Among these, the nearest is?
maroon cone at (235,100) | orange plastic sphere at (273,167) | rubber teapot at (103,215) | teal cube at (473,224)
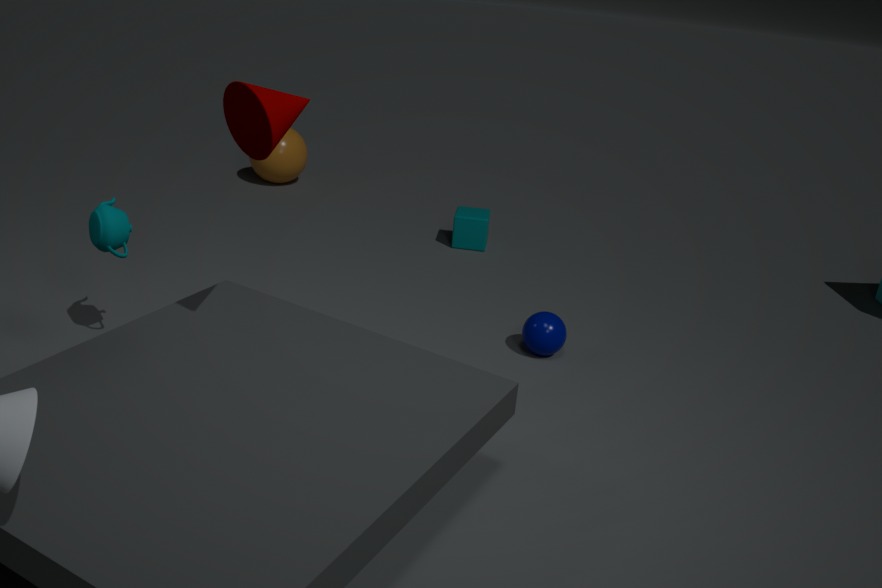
maroon cone at (235,100)
